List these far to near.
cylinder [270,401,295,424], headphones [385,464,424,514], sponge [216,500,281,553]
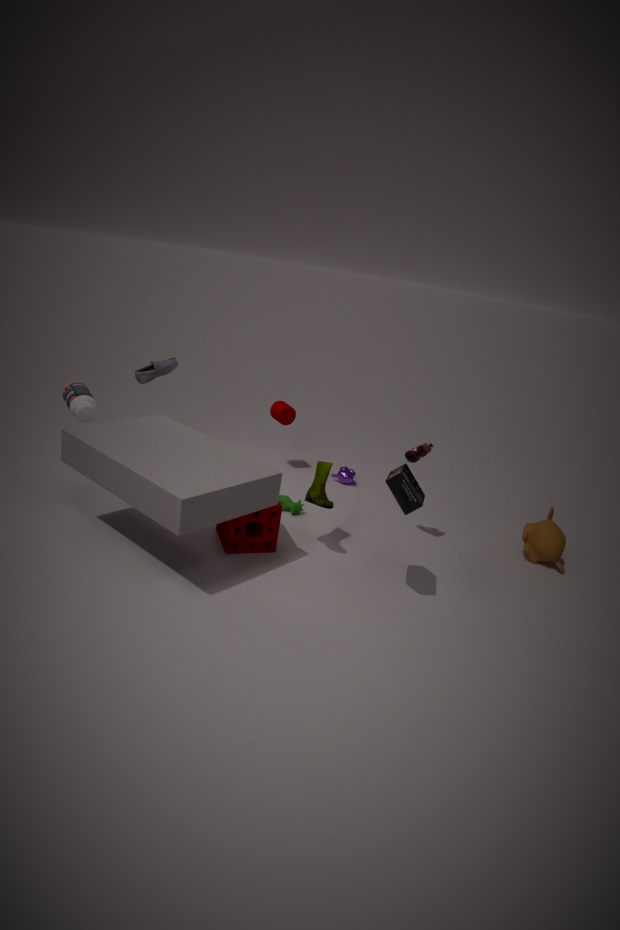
cylinder [270,401,295,424], sponge [216,500,281,553], headphones [385,464,424,514]
